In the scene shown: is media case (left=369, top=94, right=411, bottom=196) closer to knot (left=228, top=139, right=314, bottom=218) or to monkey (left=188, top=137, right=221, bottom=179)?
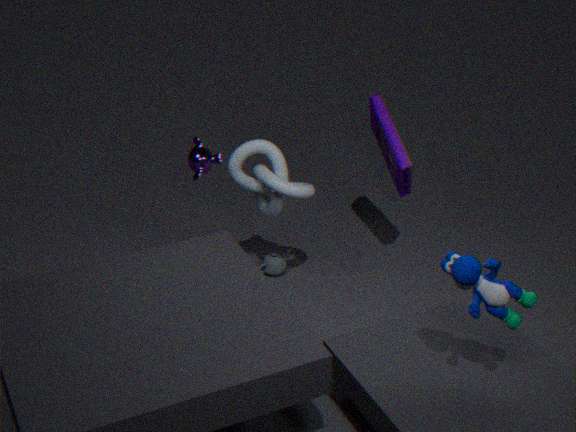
knot (left=228, top=139, right=314, bottom=218)
